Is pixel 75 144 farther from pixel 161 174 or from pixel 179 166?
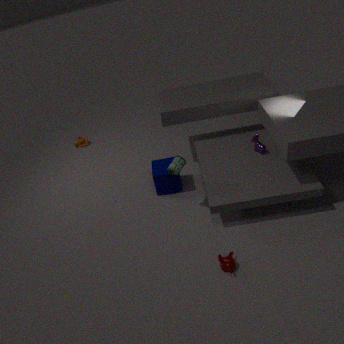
pixel 179 166
